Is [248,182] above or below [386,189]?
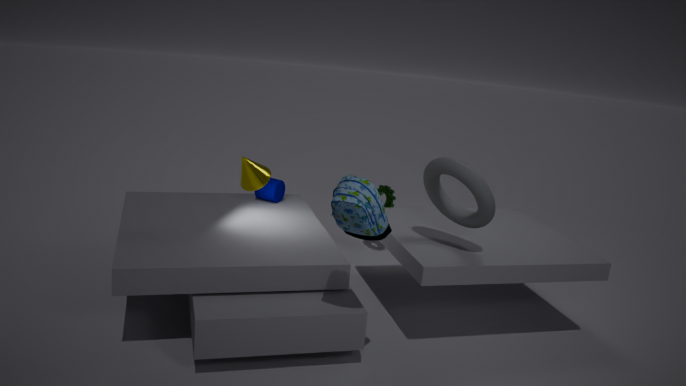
above
